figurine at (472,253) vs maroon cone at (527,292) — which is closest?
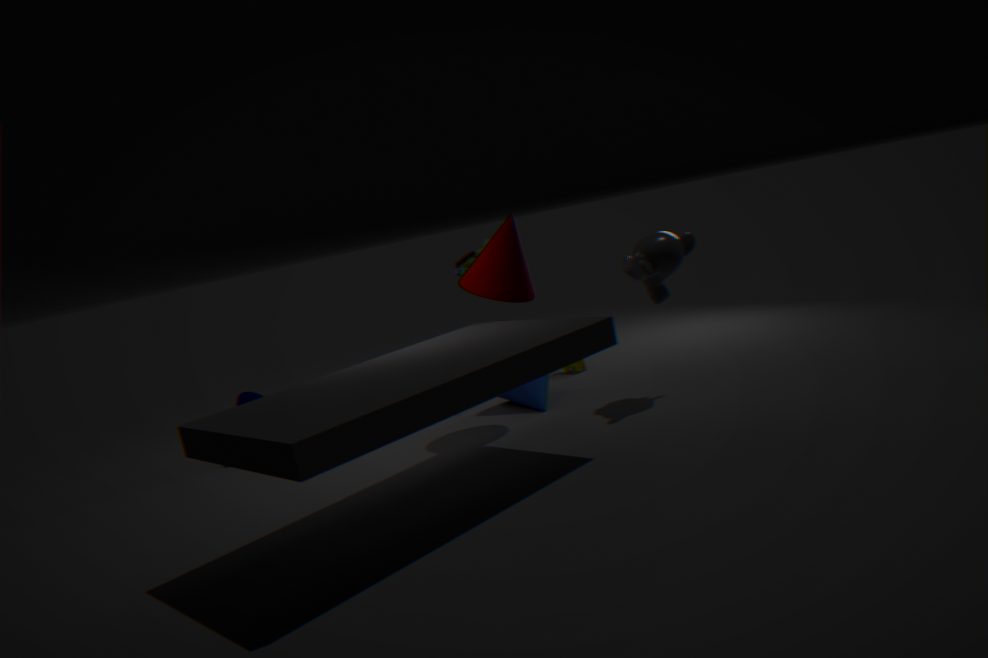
maroon cone at (527,292)
